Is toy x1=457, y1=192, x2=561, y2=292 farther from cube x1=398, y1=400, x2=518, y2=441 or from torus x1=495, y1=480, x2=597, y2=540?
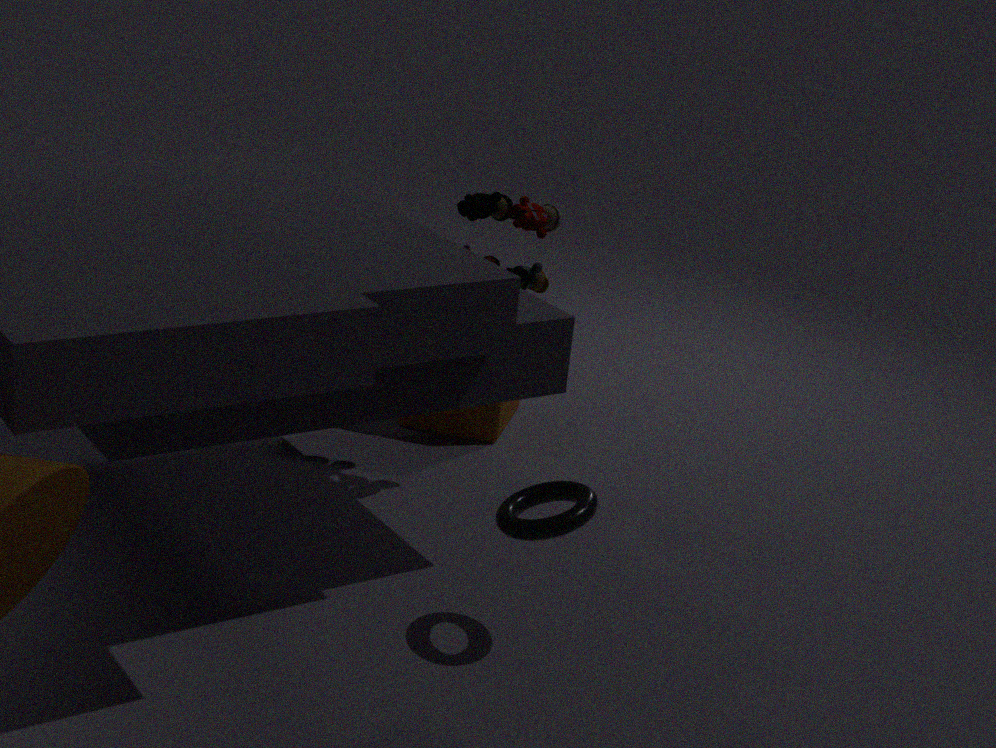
torus x1=495, y1=480, x2=597, y2=540
